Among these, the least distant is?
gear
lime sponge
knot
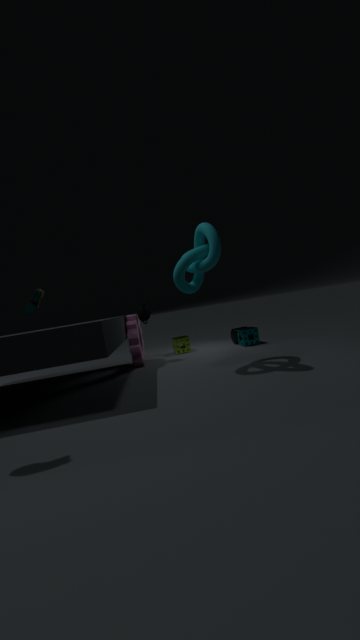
knot
